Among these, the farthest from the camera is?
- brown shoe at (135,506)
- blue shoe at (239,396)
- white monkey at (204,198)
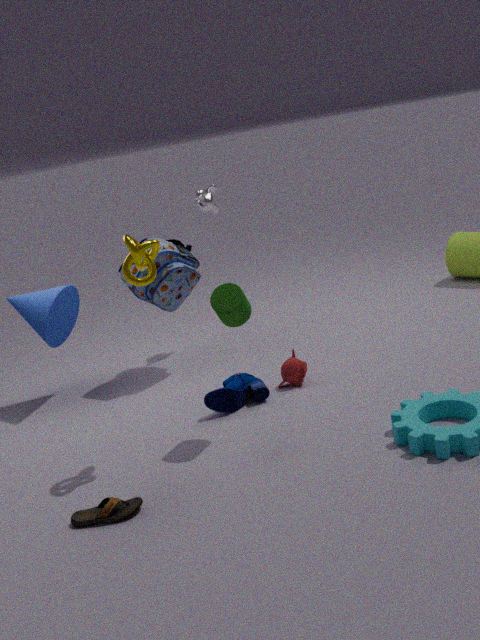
white monkey at (204,198)
